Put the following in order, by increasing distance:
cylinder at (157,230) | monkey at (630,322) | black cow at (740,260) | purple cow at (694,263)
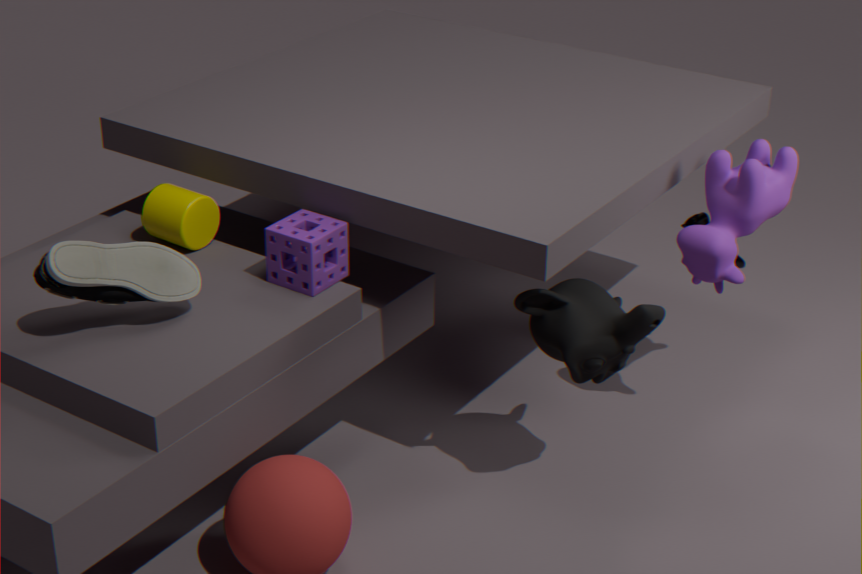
1. monkey at (630,322)
2. purple cow at (694,263)
3. cylinder at (157,230)
4. black cow at (740,260)
